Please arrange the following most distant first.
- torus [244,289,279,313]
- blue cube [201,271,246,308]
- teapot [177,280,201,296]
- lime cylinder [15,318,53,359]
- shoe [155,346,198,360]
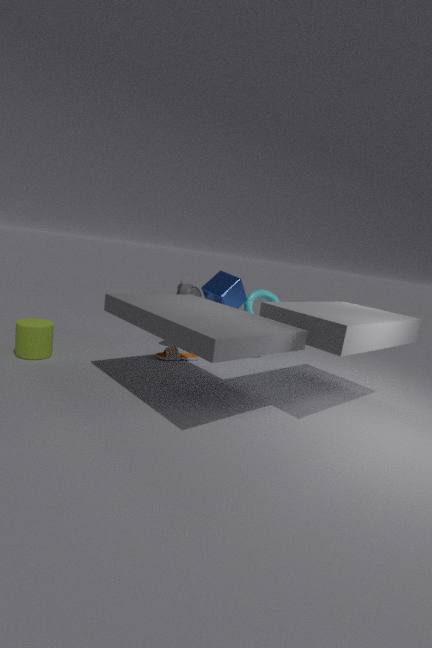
torus [244,289,279,313], teapot [177,280,201,296], shoe [155,346,198,360], blue cube [201,271,246,308], lime cylinder [15,318,53,359]
